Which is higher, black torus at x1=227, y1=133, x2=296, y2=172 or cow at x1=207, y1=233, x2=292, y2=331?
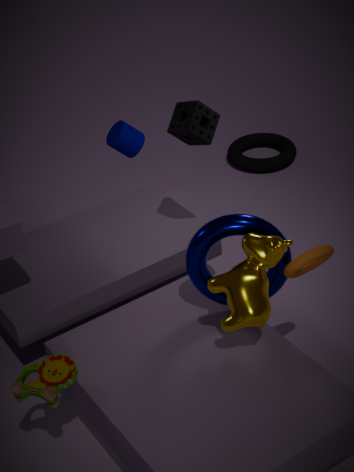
cow at x1=207, y1=233, x2=292, y2=331
